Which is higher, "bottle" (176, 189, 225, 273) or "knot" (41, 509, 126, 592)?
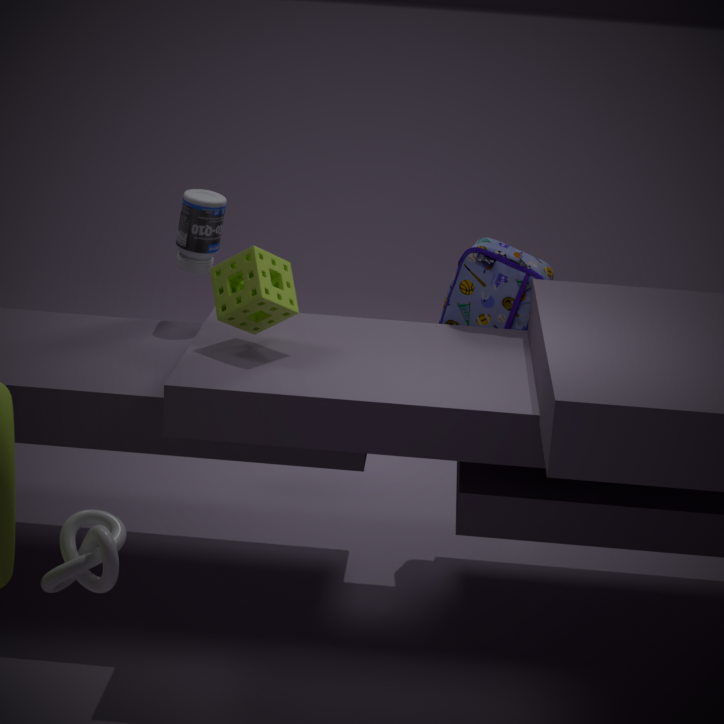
"bottle" (176, 189, 225, 273)
